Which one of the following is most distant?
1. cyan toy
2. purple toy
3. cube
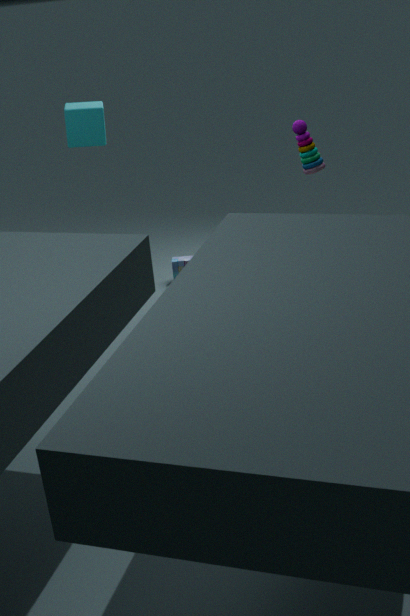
cyan toy
